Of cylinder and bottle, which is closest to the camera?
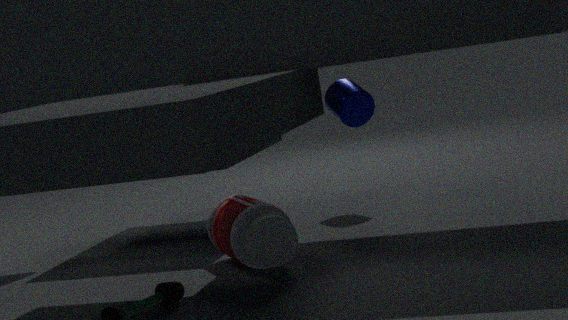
bottle
